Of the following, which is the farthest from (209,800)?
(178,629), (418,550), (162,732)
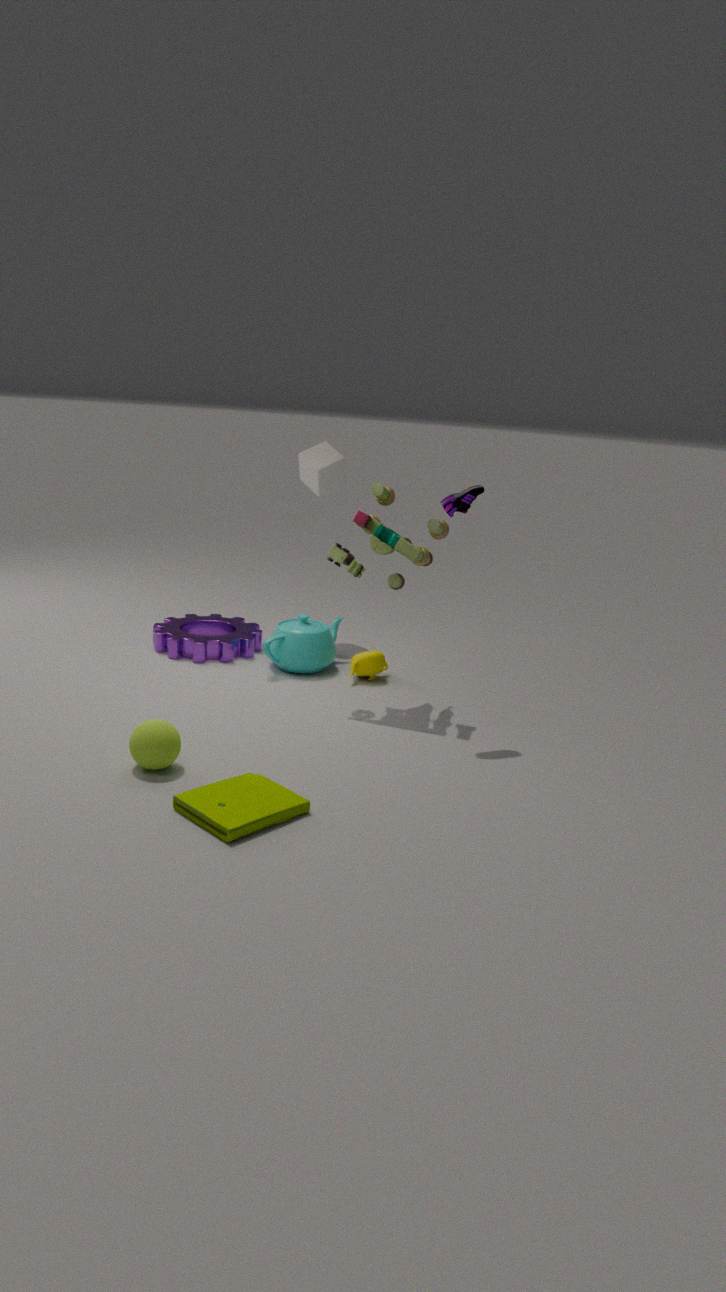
(178,629)
